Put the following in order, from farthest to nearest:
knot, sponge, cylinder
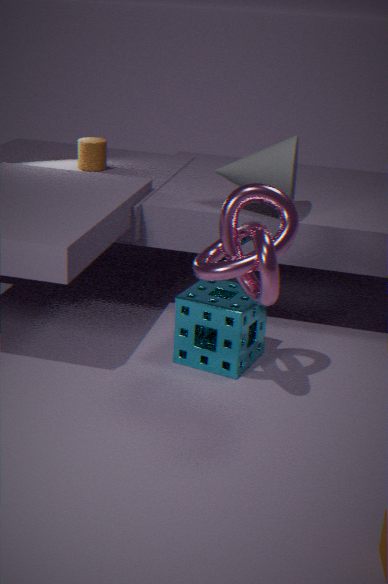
cylinder → sponge → knot
